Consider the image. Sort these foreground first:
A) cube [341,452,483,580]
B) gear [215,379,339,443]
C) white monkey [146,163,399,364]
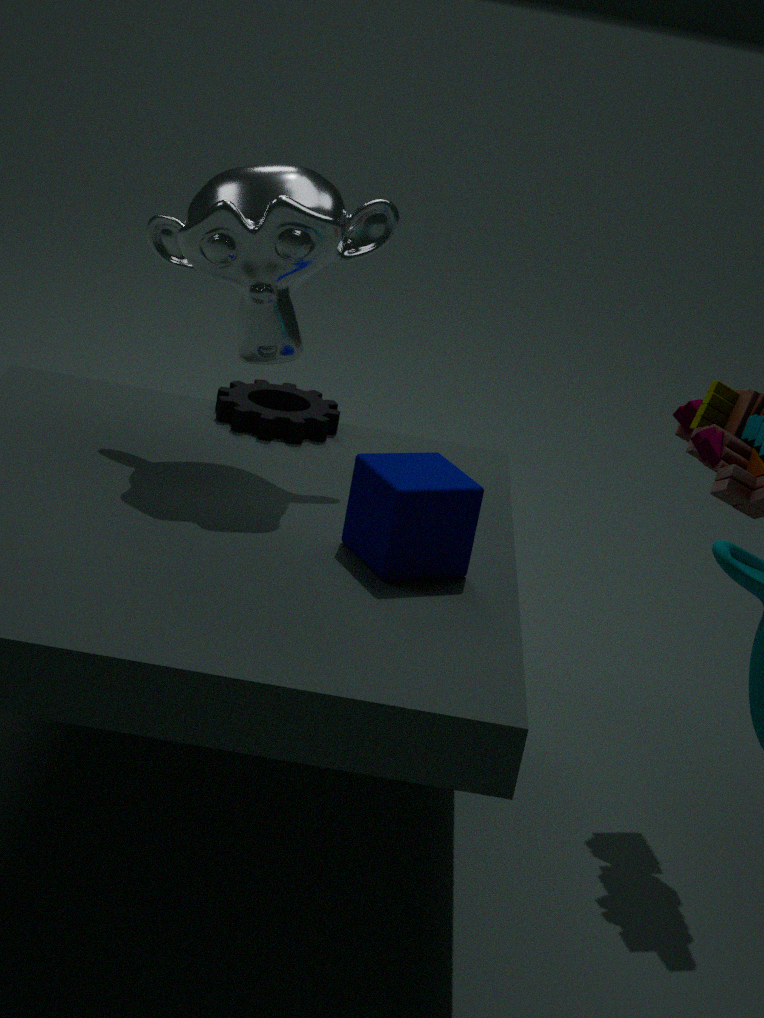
A. cube [341,452,483,580], C. white monkey [146,163,399,364], B. gear [215,379,339,443]
